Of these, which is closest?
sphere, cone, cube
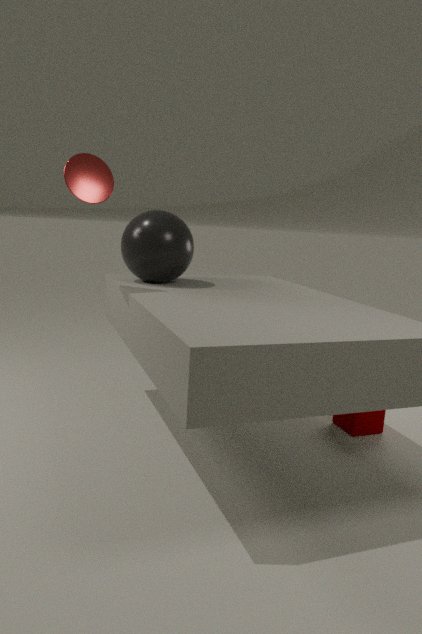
cone
